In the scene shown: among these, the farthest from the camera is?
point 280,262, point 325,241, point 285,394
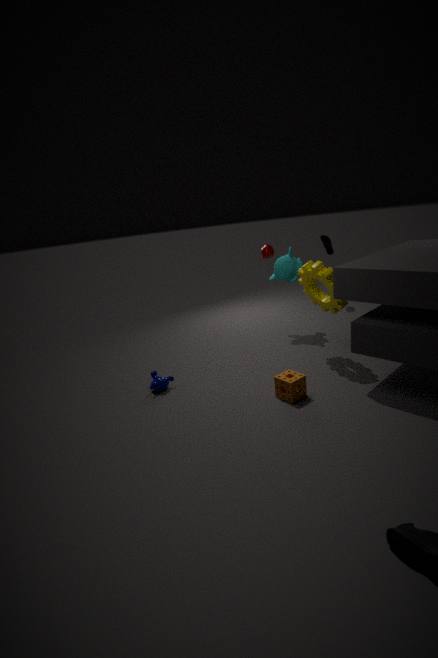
point 325,241
